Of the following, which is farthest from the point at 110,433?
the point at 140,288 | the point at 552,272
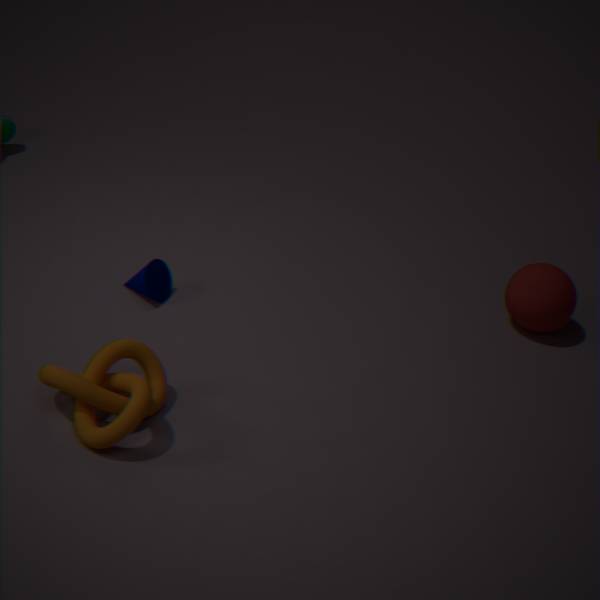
the point at 552,272
